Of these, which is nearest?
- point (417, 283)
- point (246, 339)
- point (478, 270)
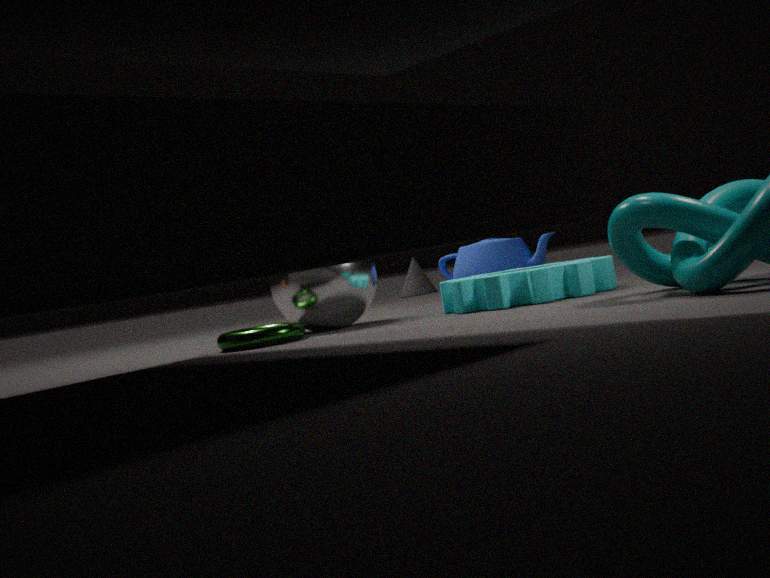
point (246, 339)
